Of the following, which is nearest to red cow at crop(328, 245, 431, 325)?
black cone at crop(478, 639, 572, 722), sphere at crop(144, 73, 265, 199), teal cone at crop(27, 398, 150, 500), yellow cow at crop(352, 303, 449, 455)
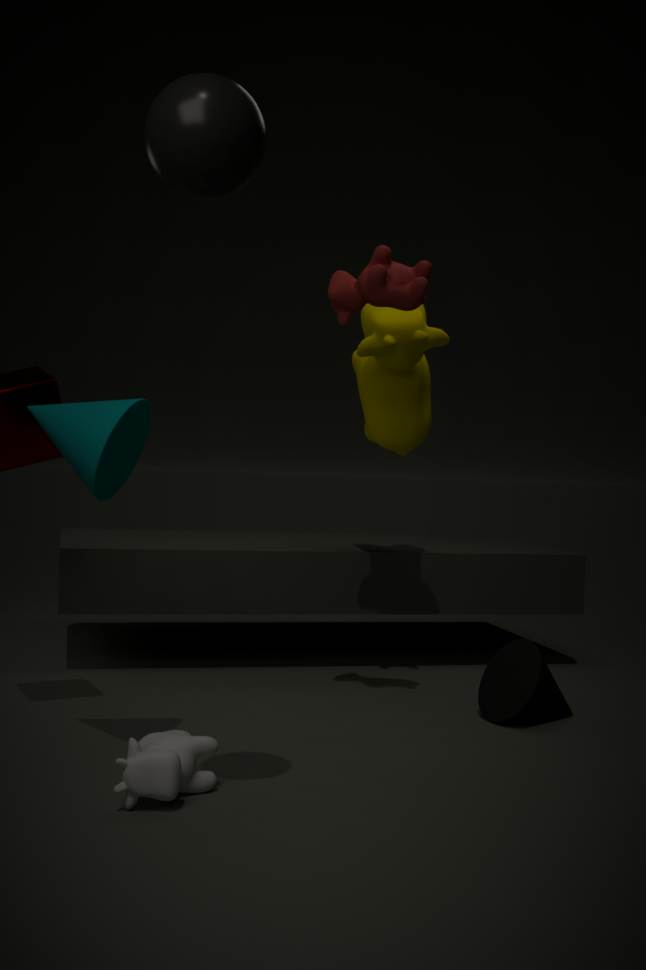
yellow cow at crop(352, 303, 449, 455)
